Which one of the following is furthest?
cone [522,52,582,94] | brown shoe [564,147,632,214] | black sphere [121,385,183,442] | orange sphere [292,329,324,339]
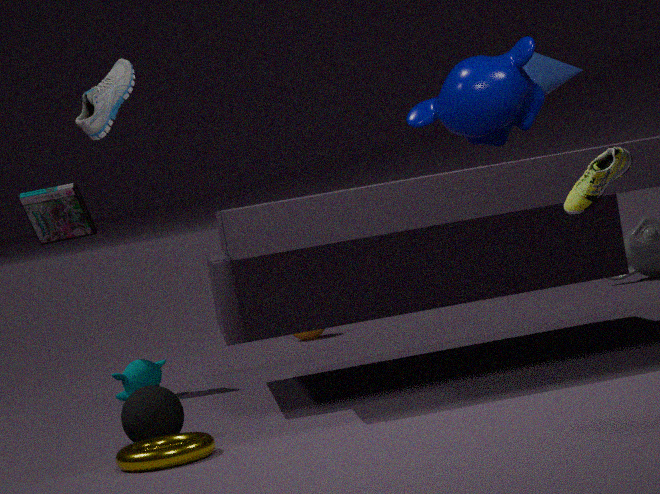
orange sphere [292,329,324,339]
